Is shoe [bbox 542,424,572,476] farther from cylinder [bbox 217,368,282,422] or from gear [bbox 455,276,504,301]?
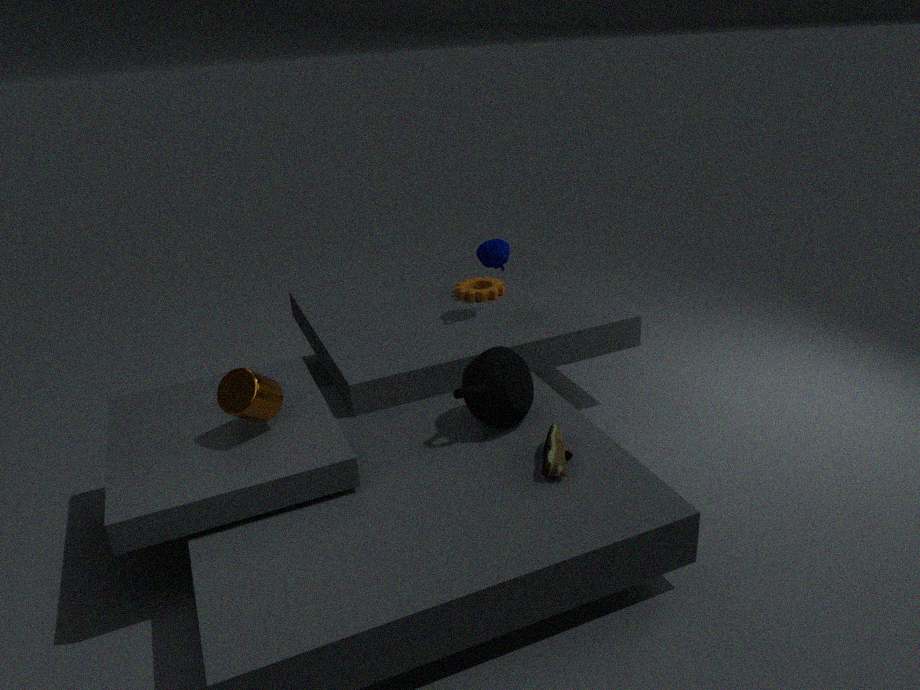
gear [bbox 455,276,504,301]
